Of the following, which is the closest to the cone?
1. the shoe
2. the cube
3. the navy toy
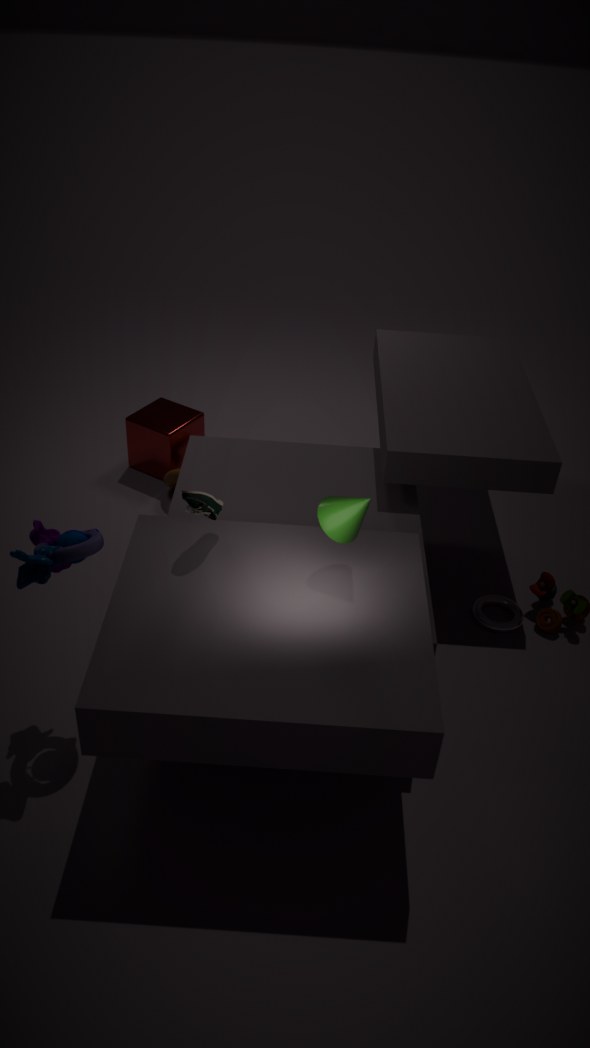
the shoe
